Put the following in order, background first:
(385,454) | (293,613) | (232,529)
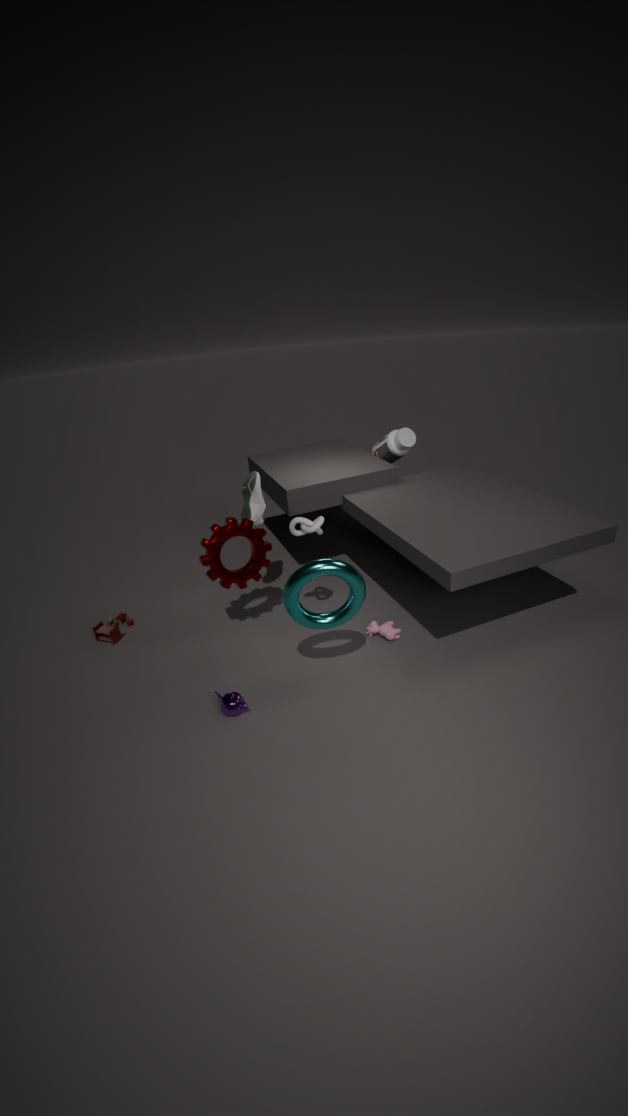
(385,454) < (232,529) < (293,613)
